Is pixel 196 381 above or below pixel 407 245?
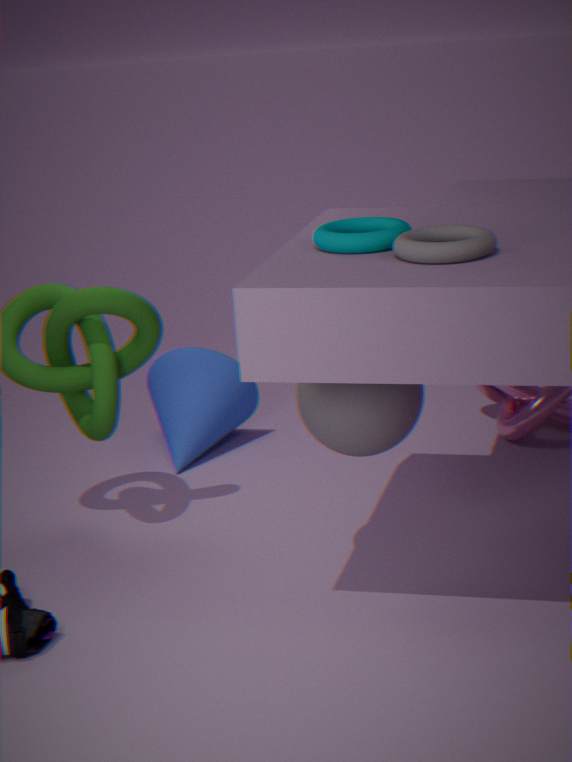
below
